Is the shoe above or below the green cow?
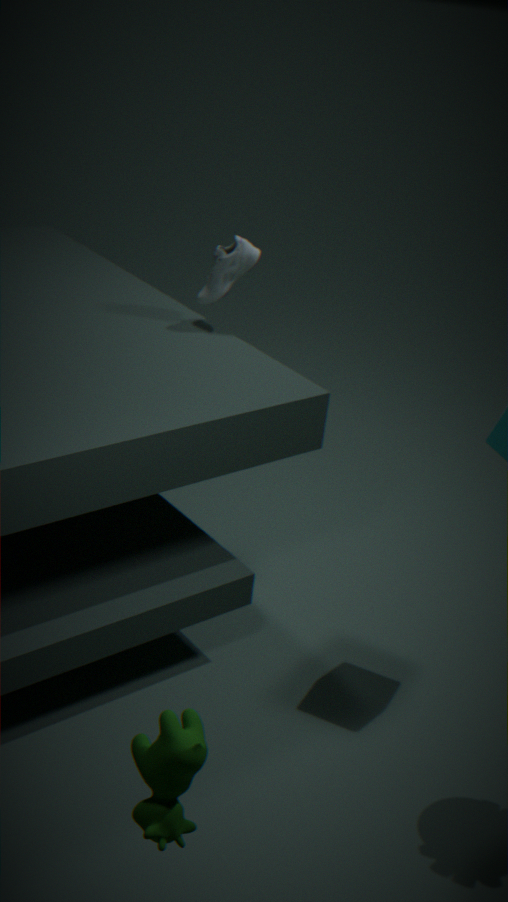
above
